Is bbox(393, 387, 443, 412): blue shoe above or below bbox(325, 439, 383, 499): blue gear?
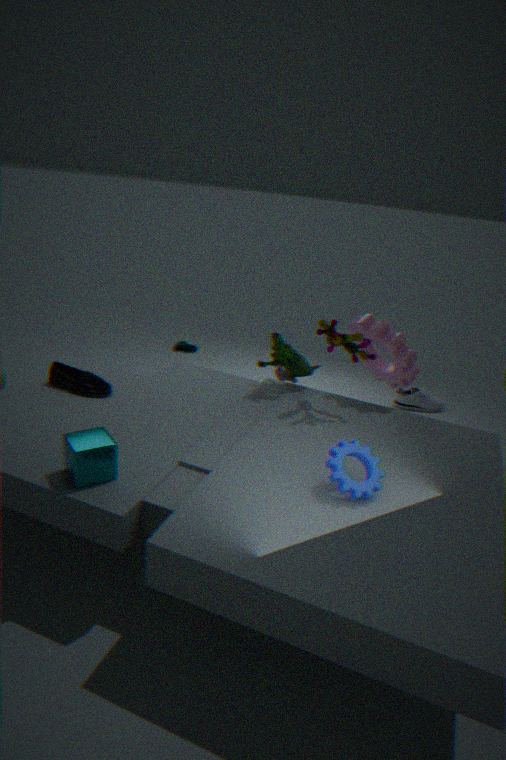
below
